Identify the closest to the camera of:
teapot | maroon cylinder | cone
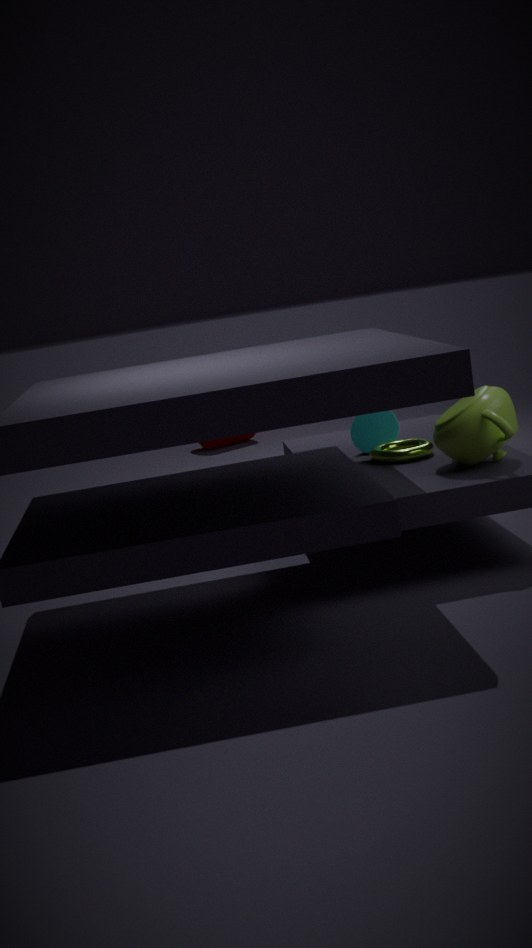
teapot
